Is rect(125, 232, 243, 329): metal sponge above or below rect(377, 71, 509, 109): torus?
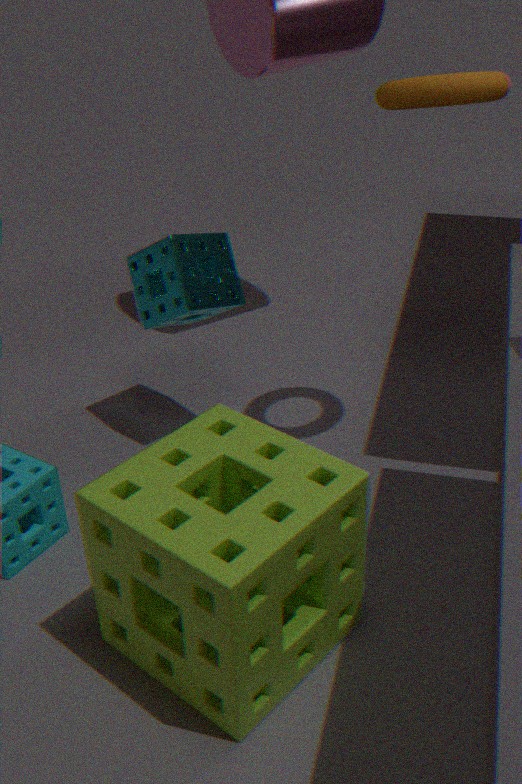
below
